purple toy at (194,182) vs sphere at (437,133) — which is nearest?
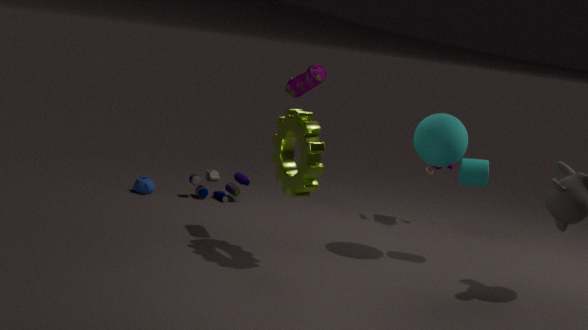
sphere at (437,133)
